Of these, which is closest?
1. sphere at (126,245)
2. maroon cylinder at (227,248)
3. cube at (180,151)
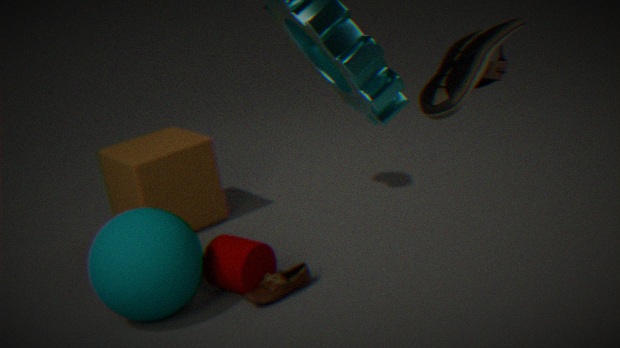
sphere at (126,245)
